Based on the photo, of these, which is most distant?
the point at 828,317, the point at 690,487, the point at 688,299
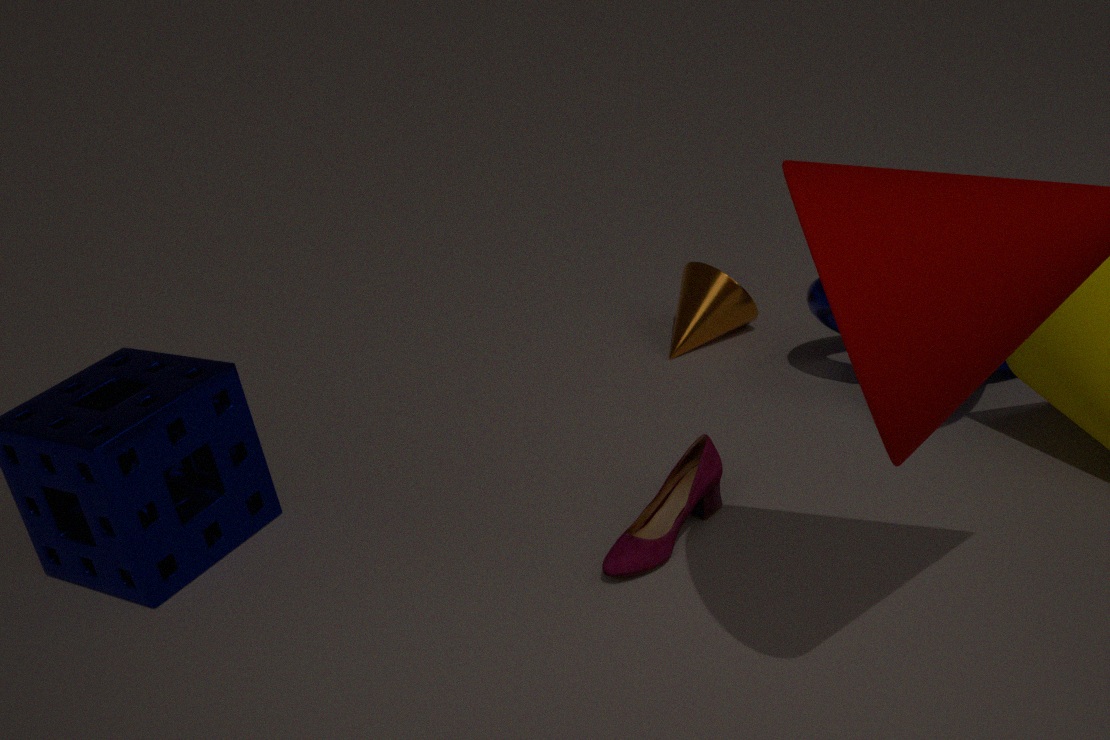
the point at 688,299
